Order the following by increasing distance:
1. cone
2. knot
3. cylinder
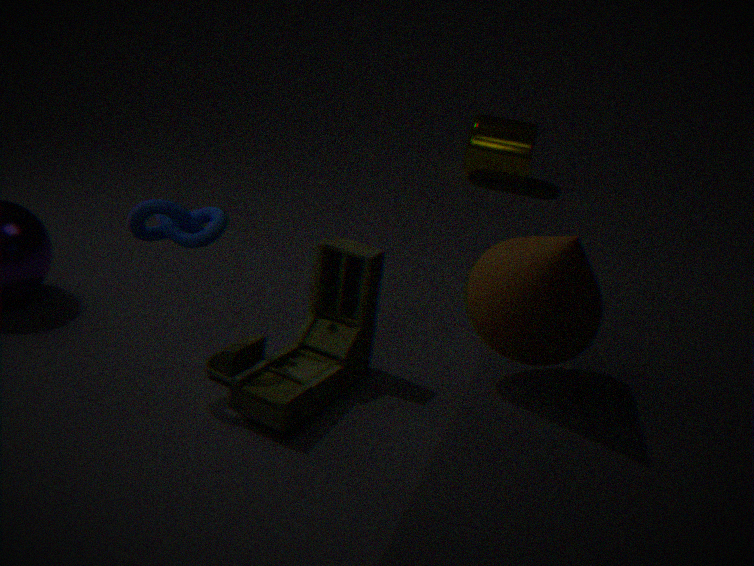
cone, knot, cylinder
